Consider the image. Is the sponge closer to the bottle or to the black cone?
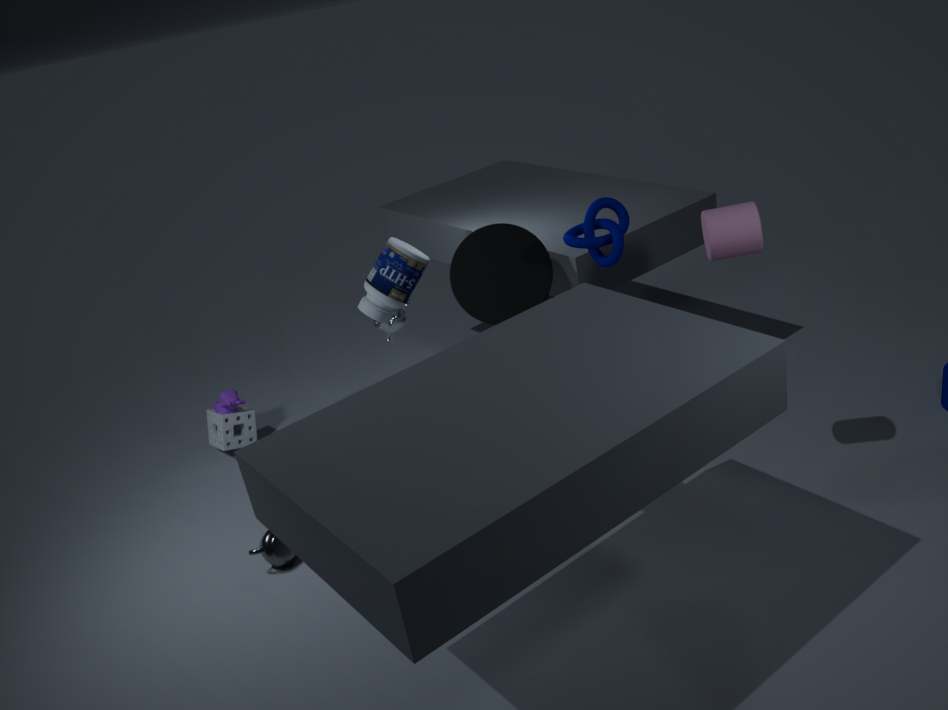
the bottle
